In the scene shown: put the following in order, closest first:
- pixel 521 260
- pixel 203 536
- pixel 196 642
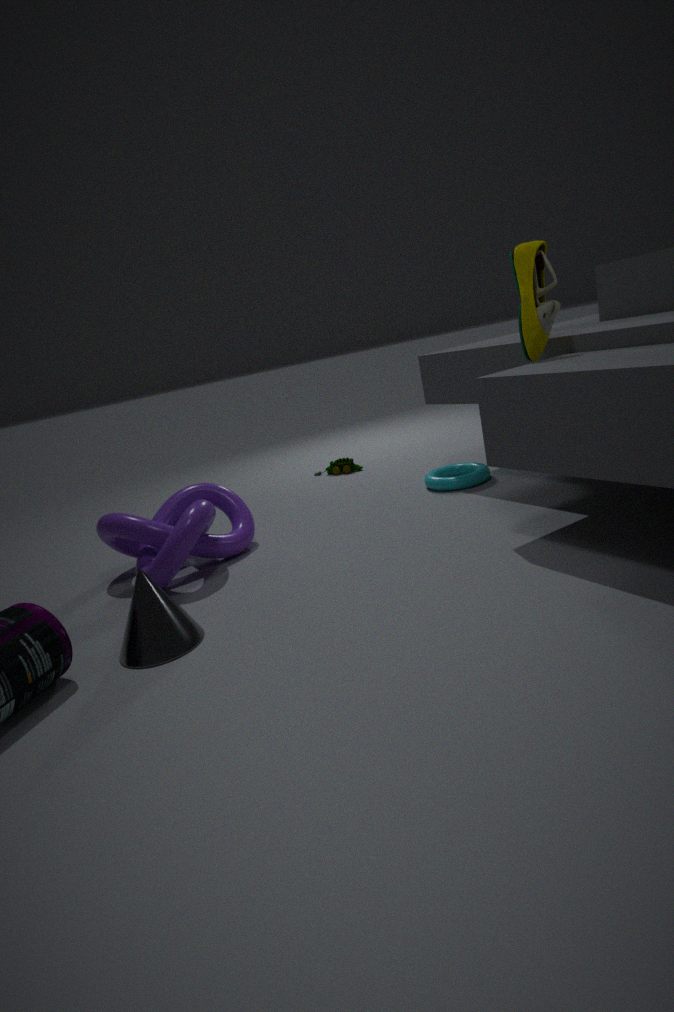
pixel 196 642 < pixel 521 260 < pixel 203 536
